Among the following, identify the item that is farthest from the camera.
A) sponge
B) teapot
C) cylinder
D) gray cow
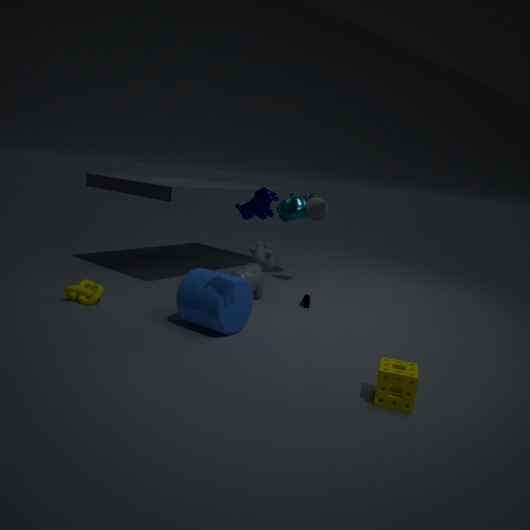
teapot
